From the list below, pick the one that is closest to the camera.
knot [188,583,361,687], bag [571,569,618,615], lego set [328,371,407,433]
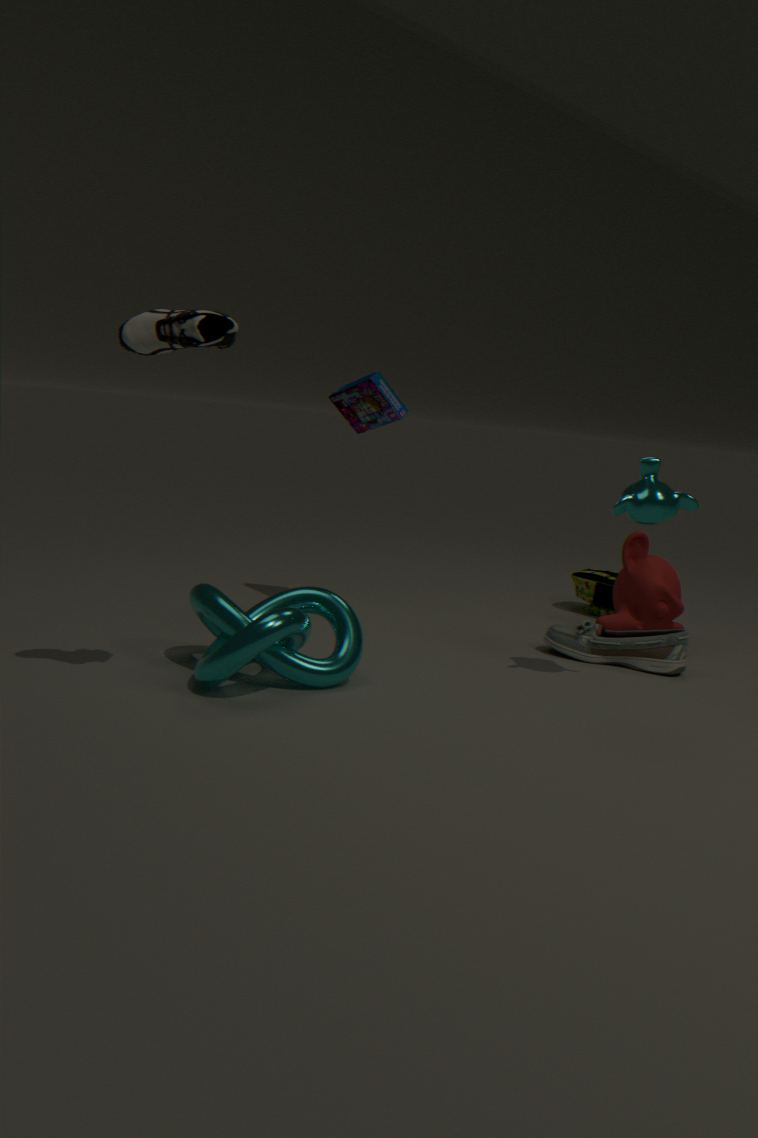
knot [188,583,361,687]
